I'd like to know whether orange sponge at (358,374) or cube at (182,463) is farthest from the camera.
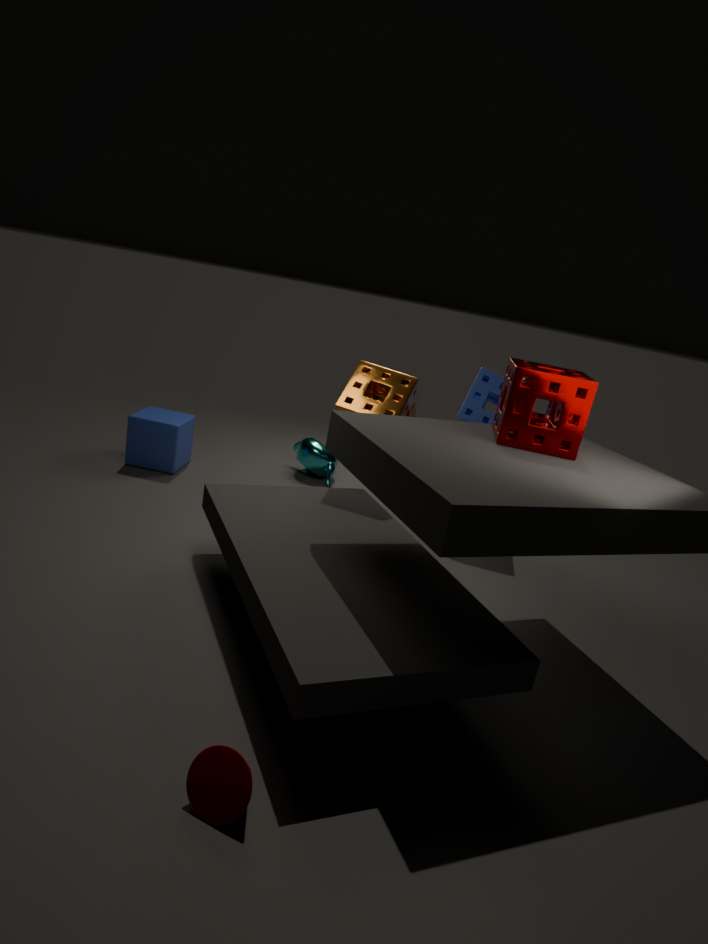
cube at (182,463)
